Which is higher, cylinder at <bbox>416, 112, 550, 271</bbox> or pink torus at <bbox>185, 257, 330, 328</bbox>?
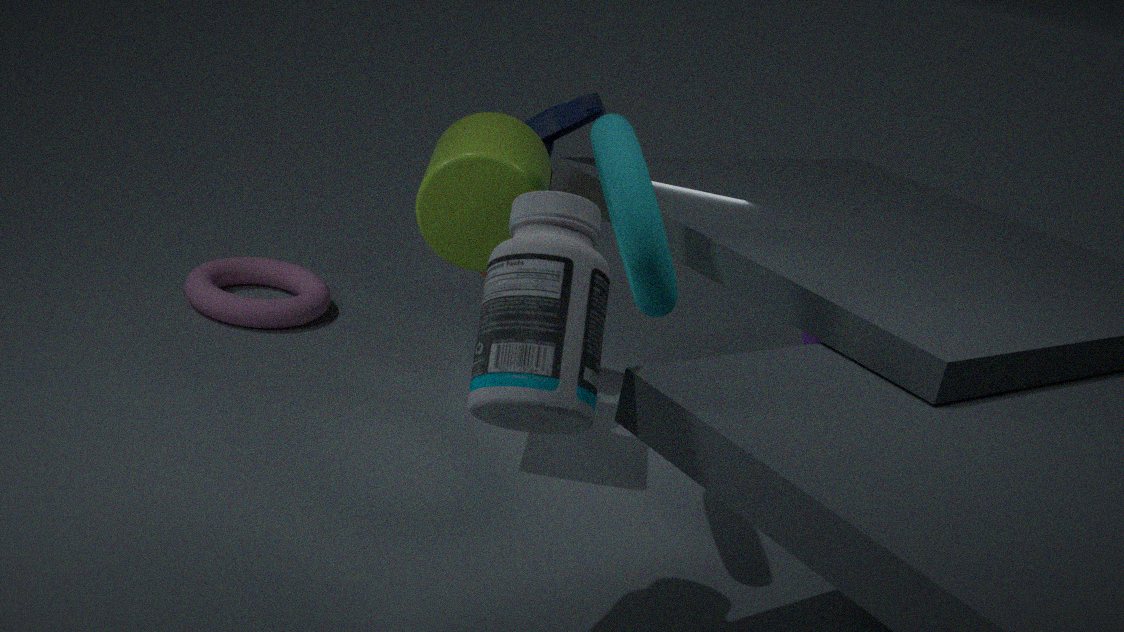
cylinder at <bbox>416, 112, 550, 271</bbox>
